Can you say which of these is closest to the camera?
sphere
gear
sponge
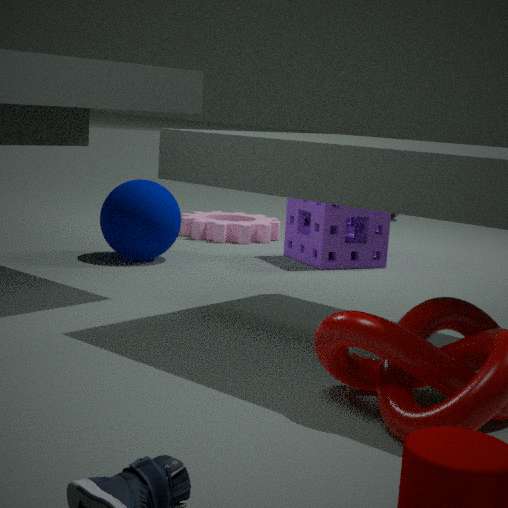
sphere
